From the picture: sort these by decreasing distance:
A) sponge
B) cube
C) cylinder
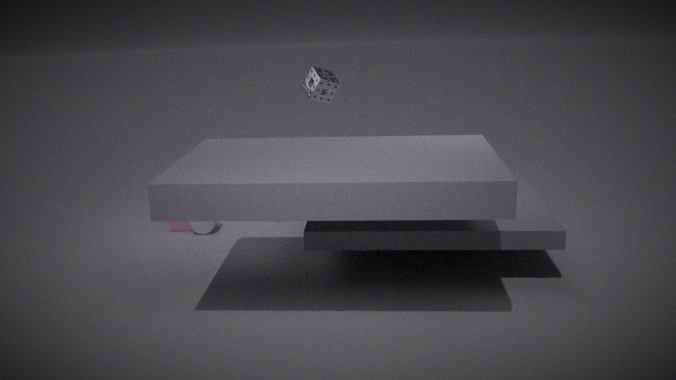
cube < cylinder < sponge
